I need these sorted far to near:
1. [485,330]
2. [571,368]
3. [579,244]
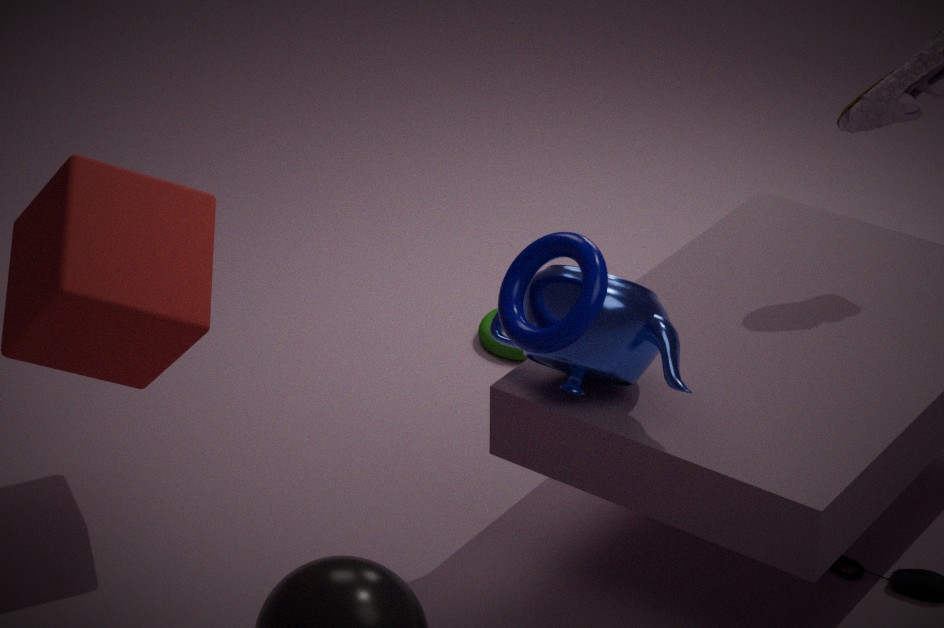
1. [485,330]
2. [571,368]
3. [579,244]
